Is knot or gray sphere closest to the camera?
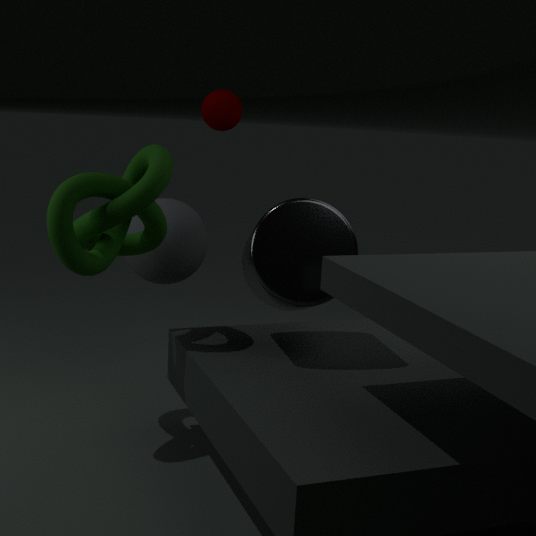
knot
